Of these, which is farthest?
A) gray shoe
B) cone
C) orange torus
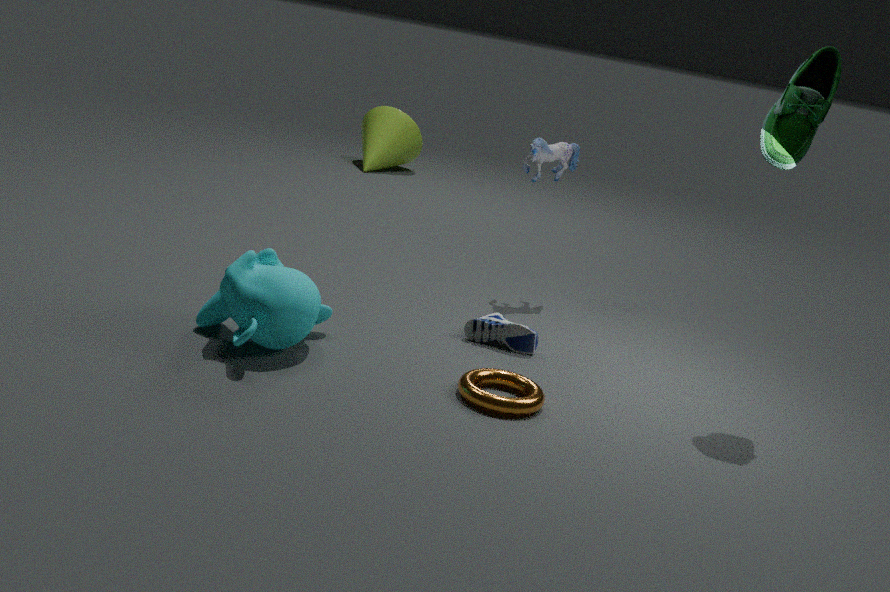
cone
